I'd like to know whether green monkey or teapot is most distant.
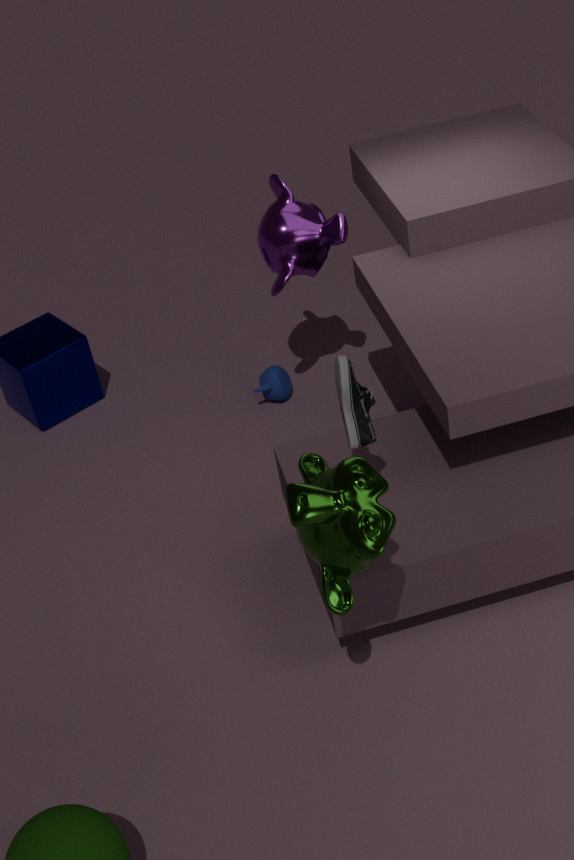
teapot
